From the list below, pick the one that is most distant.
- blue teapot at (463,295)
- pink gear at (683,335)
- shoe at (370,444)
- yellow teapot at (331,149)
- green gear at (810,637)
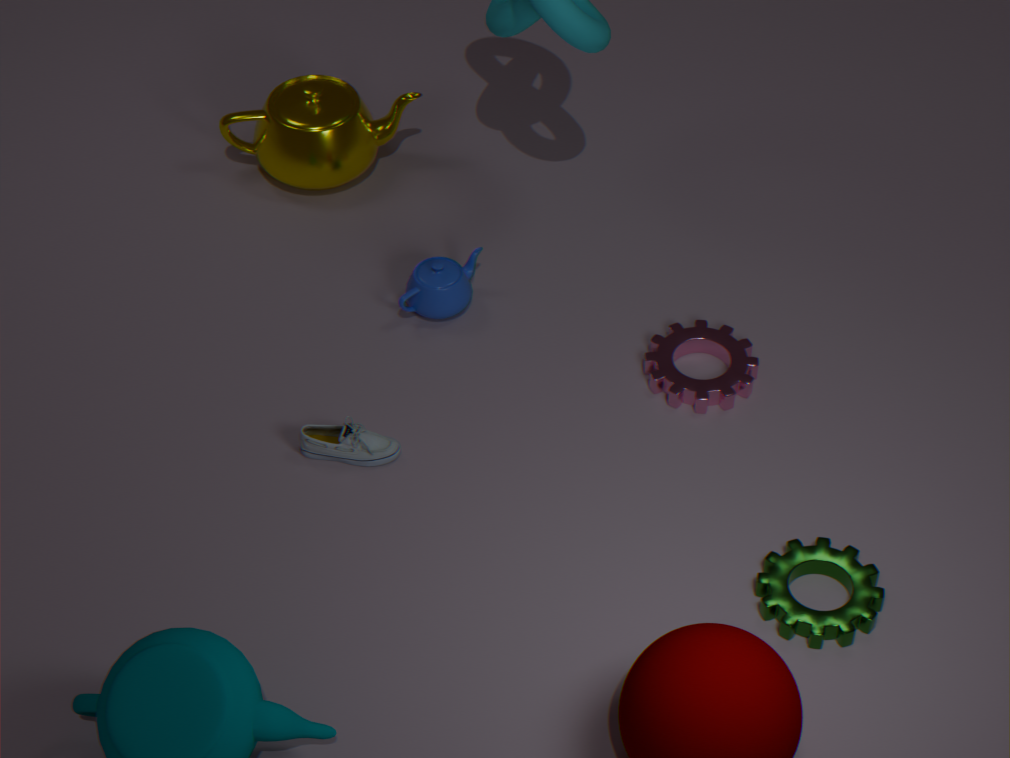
yellow teapot at (331,149)
